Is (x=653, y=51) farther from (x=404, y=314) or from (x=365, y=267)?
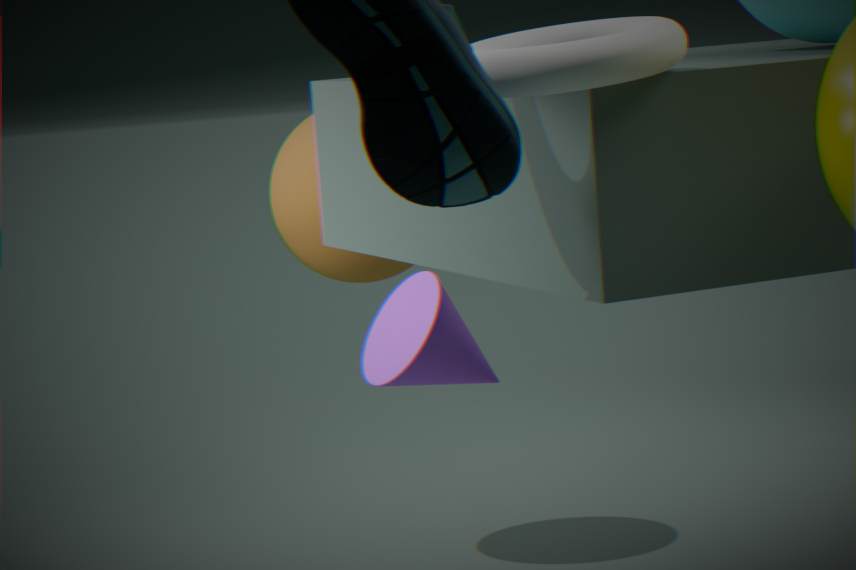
(x=365, y=267)
